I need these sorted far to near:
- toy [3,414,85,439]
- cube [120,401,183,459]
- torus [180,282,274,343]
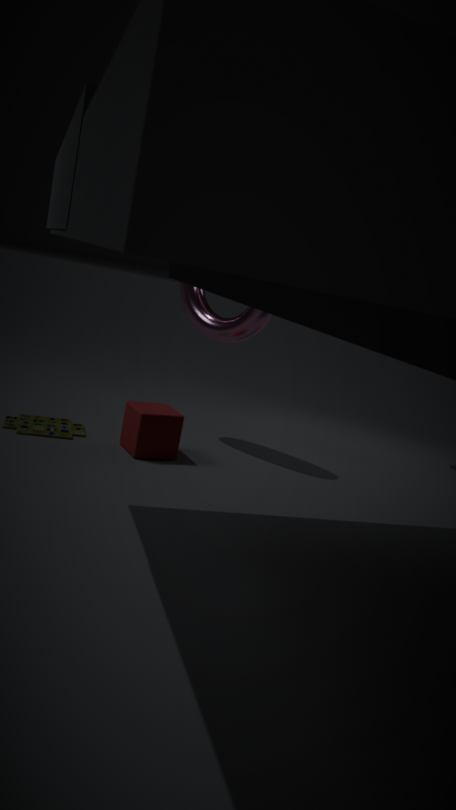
torus [180,282,274,343]
toy [3,414,85,439]
cube [120,401,183,459]
